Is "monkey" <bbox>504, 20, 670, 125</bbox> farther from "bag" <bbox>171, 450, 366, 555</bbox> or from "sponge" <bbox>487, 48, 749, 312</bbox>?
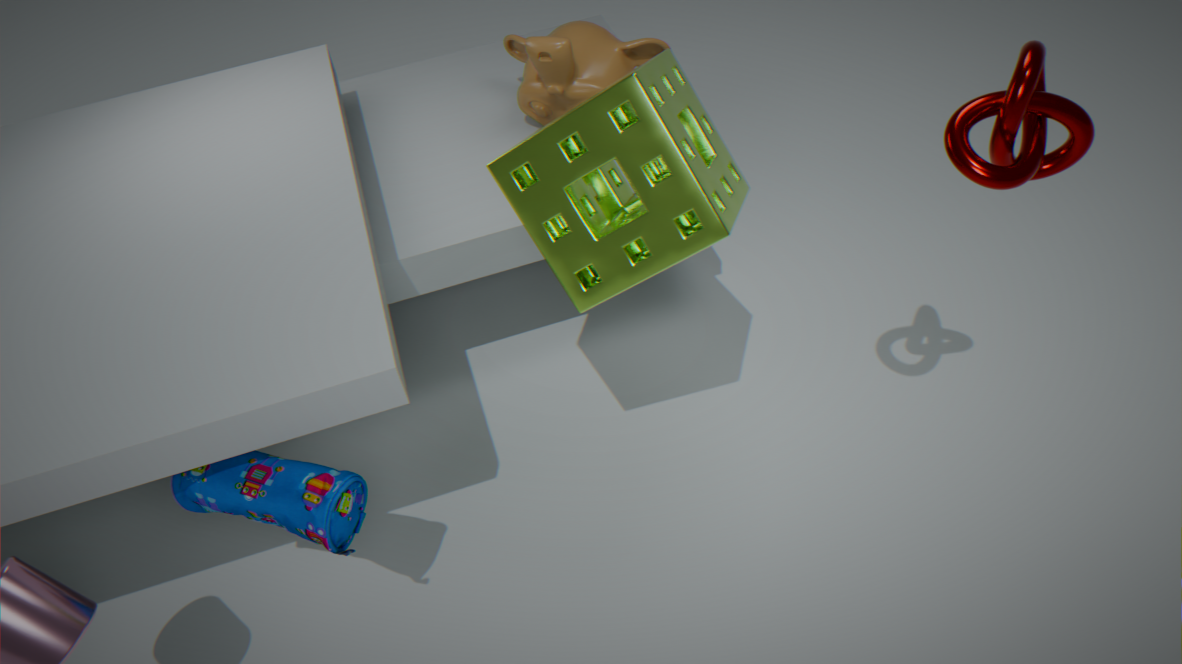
"bag" <bbox>171, 450, 366, 555</bbox>
